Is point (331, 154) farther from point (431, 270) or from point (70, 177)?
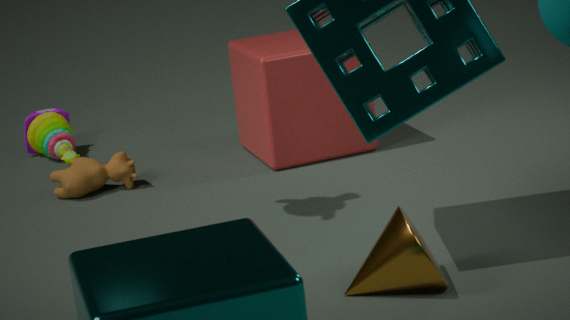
point (431, 270)
